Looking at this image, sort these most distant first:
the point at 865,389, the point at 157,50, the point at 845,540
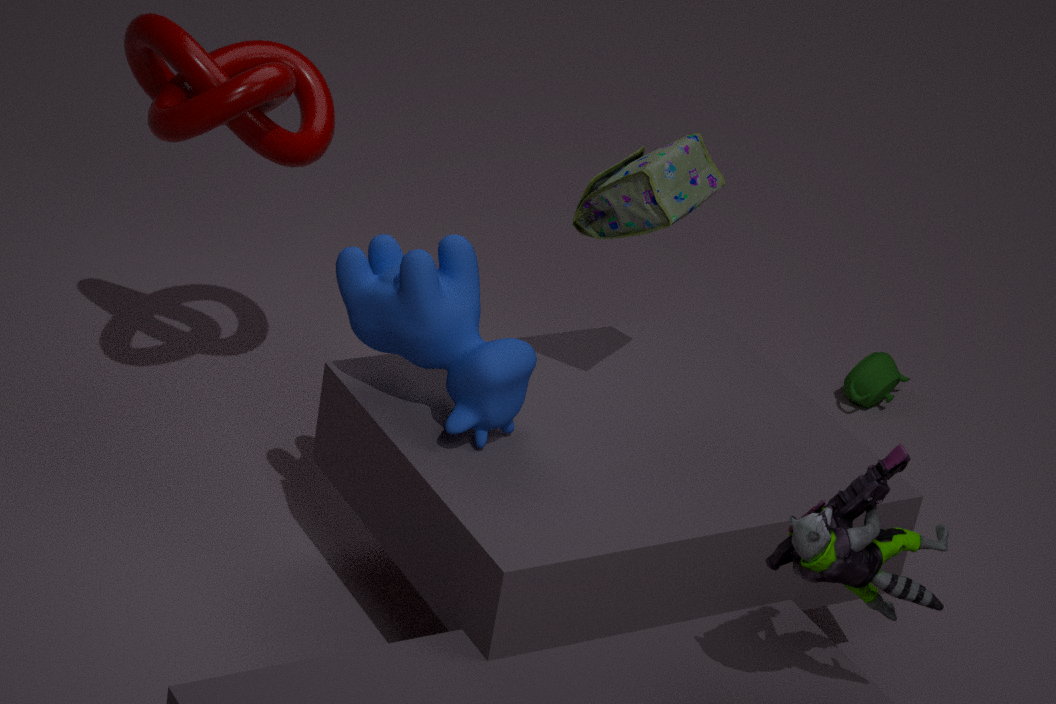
the point at 865,389 < the point at 157,50 < the point at 845,540
